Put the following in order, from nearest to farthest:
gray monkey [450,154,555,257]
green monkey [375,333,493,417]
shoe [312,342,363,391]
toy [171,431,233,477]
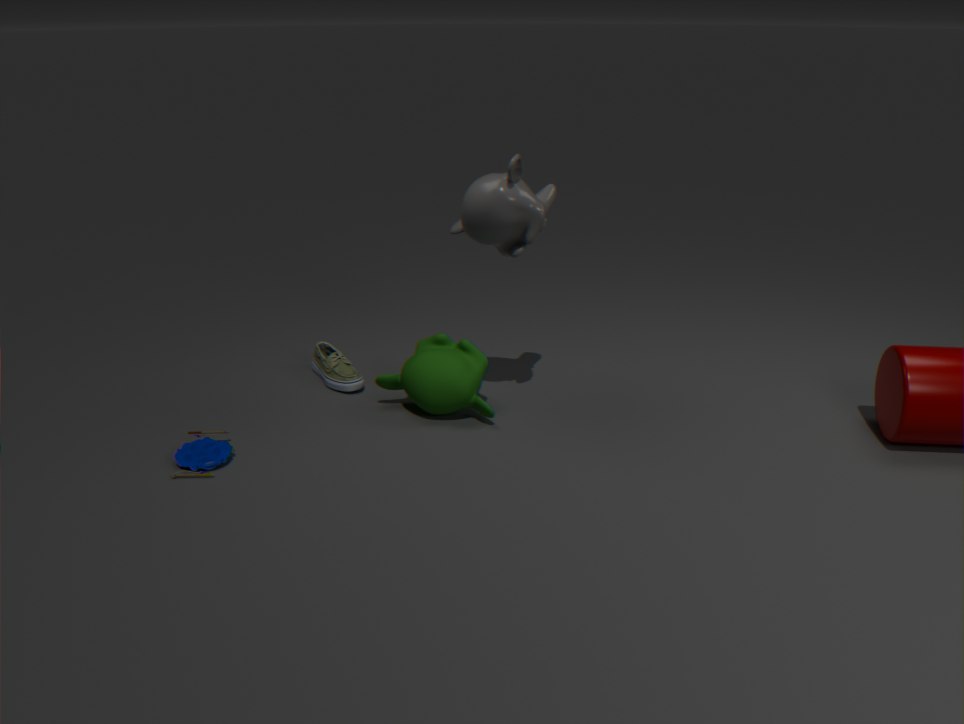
toy [171,431,233,477] < gray monkey [450,154,555,257] < green monkey [375,333,493,417] < shoe [312,342,363,391]
